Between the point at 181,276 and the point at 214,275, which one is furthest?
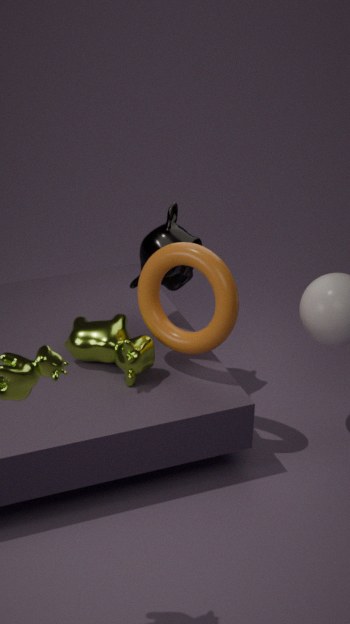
the point at 181,276
